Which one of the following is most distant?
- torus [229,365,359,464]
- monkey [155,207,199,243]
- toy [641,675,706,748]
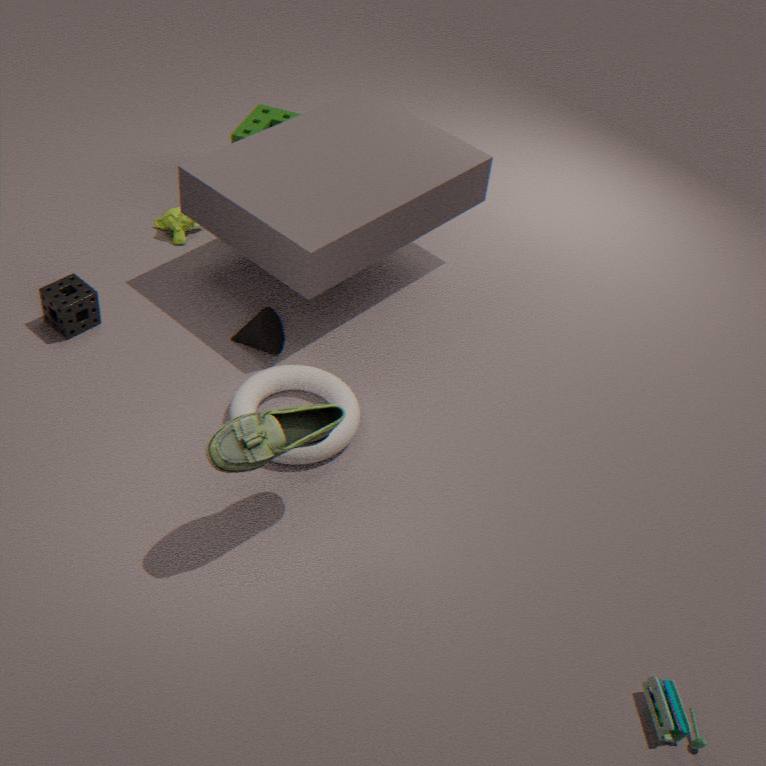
monkey [155,207,199,243]
